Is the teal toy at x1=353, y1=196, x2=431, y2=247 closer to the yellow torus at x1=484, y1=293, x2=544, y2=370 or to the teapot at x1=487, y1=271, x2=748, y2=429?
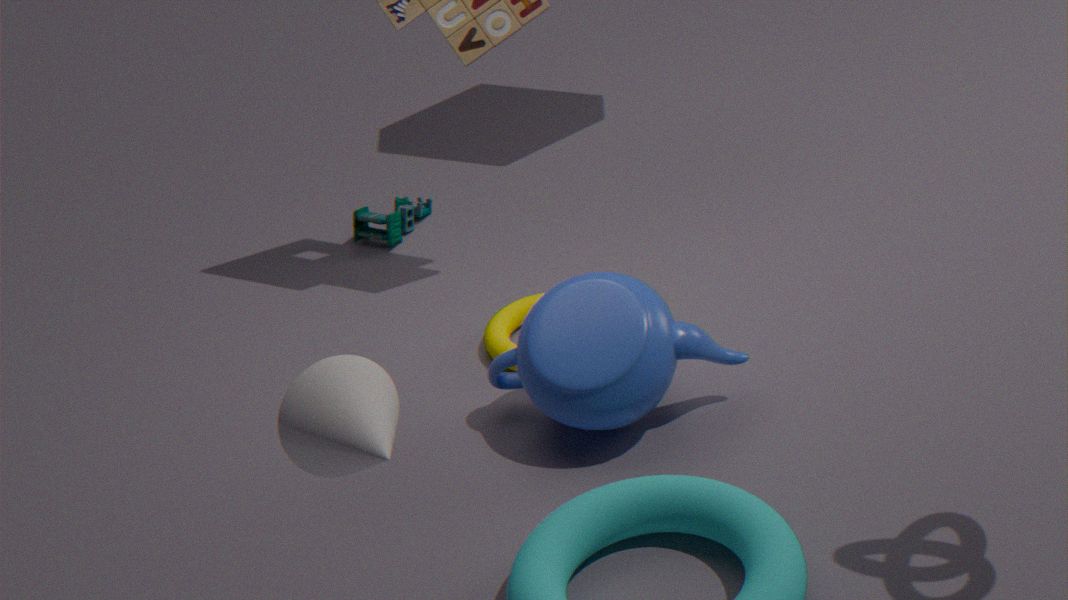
the yellow torus at x1=484, y1=293, x2=544, y2=370
